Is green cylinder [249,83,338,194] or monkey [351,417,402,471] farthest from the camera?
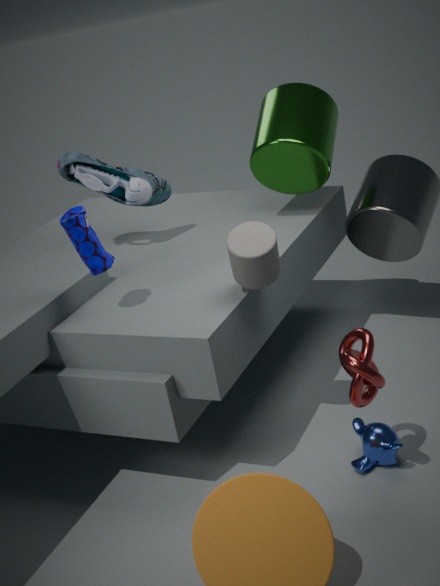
green cylinder [249,83,338,194]
